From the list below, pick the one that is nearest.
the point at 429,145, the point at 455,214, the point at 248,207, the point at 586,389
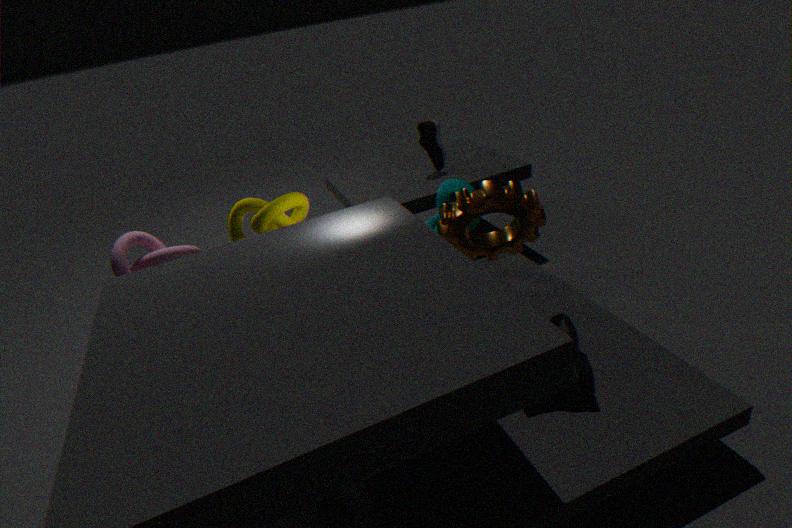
the point at 586,389
